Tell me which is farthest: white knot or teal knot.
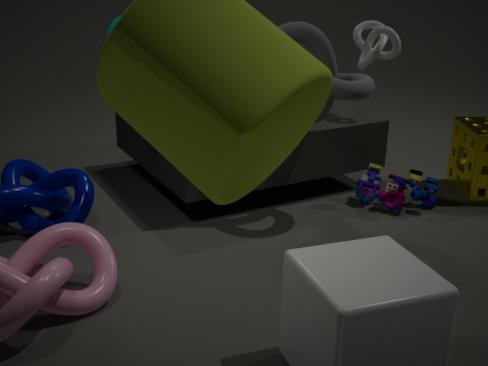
white knot
